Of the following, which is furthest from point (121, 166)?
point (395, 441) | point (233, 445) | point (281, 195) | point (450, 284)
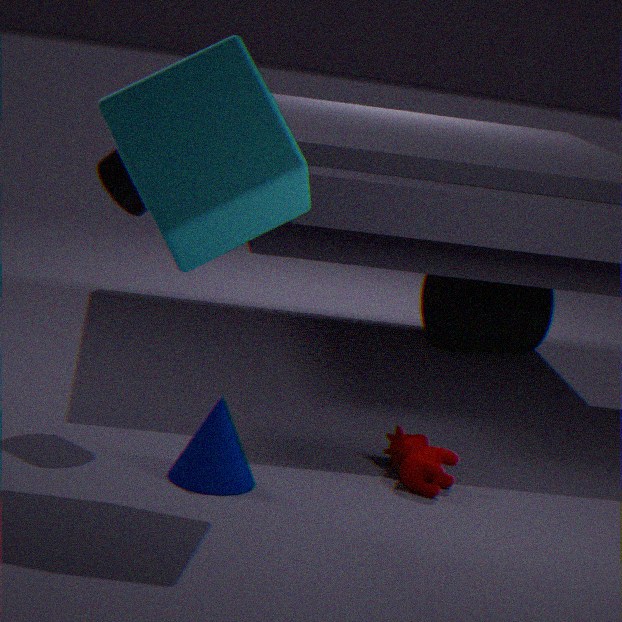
point (450, 284)
